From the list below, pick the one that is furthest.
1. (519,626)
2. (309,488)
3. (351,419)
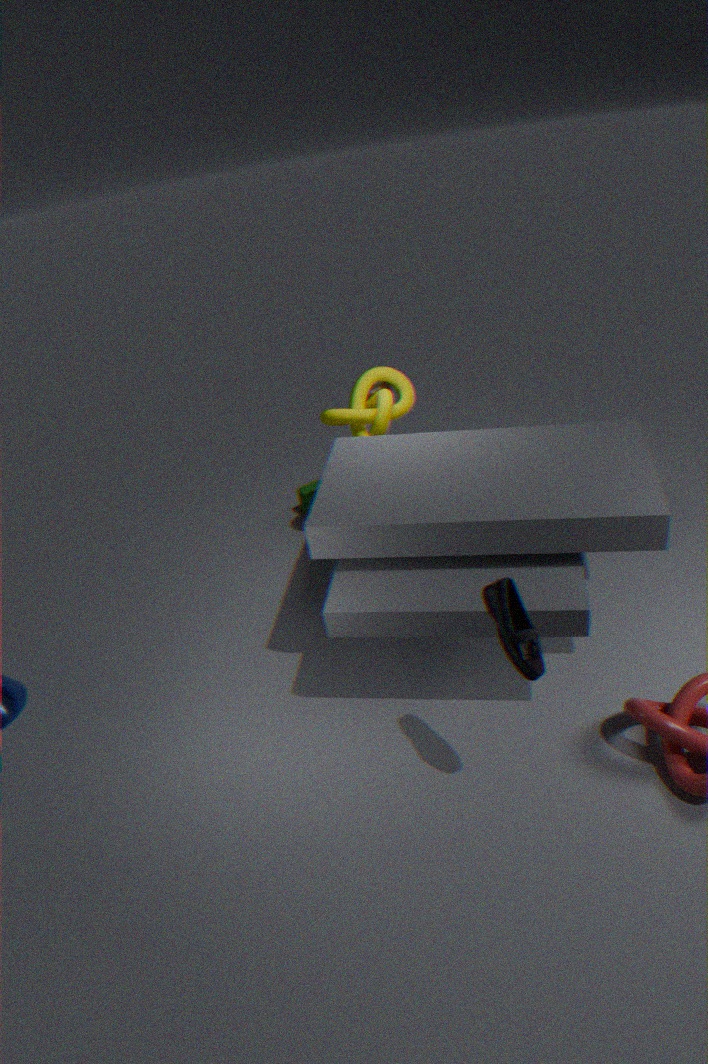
(309,488)
